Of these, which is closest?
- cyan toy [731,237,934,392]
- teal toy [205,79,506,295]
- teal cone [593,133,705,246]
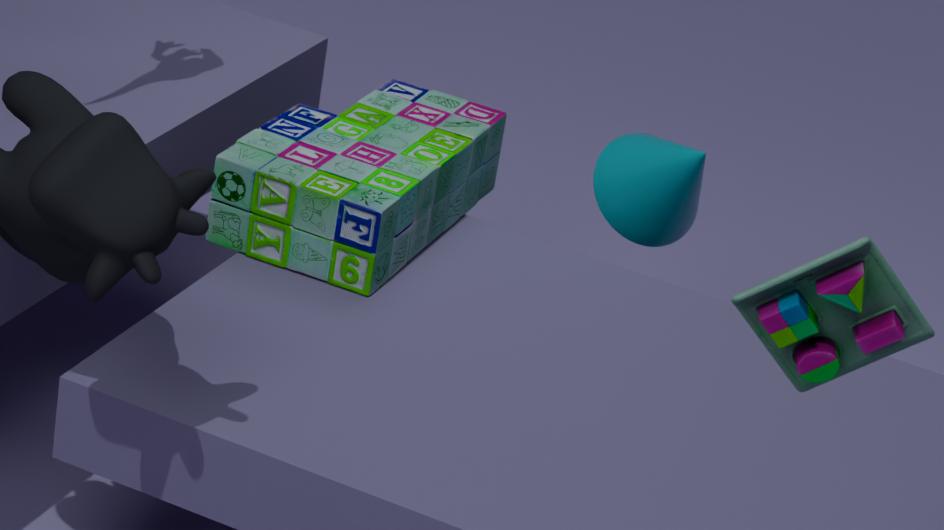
cyan toy [731,237,934,392]
